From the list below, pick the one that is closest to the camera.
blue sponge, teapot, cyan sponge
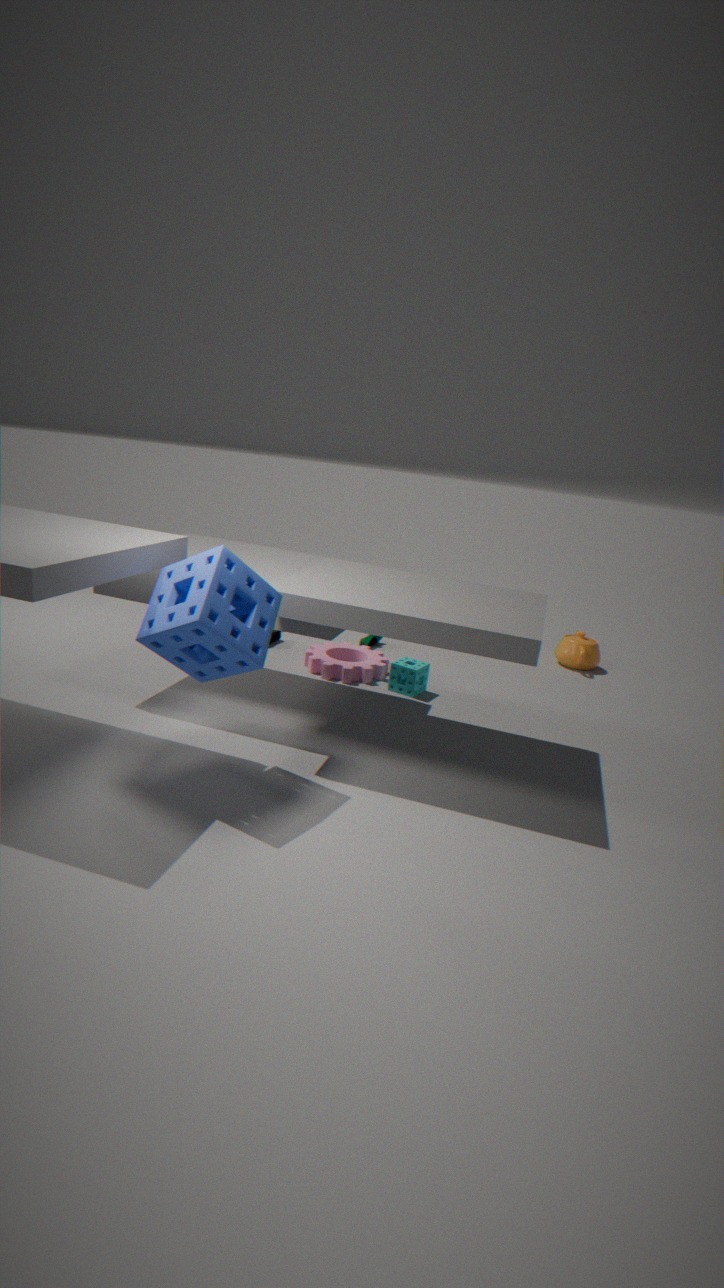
blue sponge
